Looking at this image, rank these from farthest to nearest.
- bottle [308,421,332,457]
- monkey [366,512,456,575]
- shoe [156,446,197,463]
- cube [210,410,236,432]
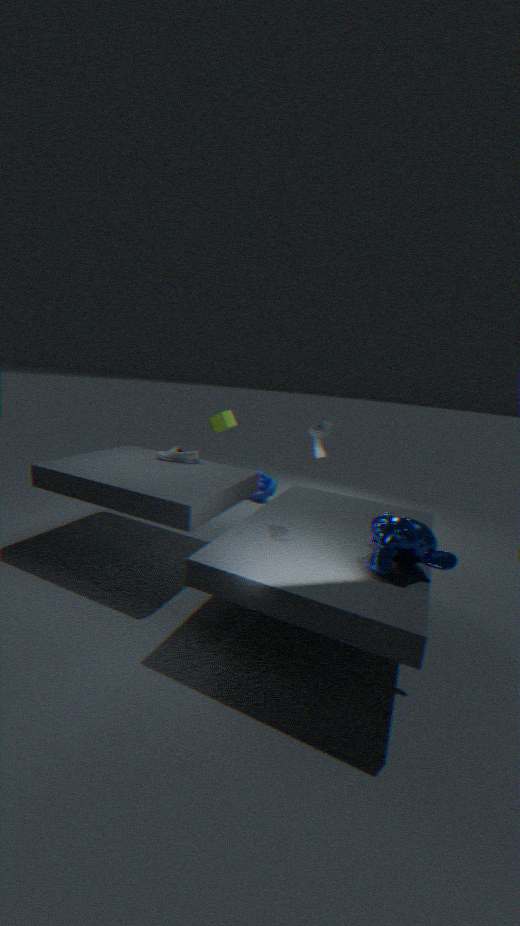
cube [210,410,236,432] → shoe [156,446,197,463] → bottle [308,421,332,457] → monkey [366,512,456,575]
